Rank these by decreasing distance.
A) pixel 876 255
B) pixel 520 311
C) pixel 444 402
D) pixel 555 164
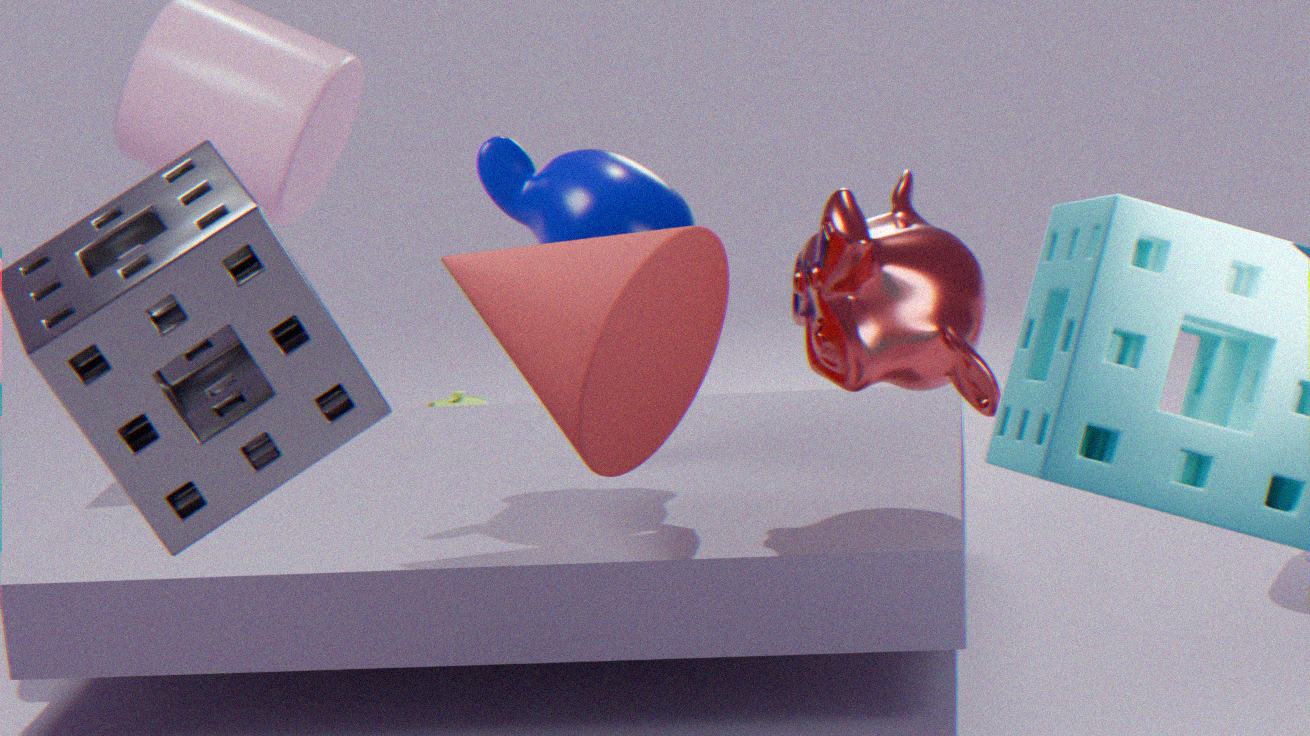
pixel 444 402 < pixel 555 164 < pixel 876 255 < pixel 520 311
